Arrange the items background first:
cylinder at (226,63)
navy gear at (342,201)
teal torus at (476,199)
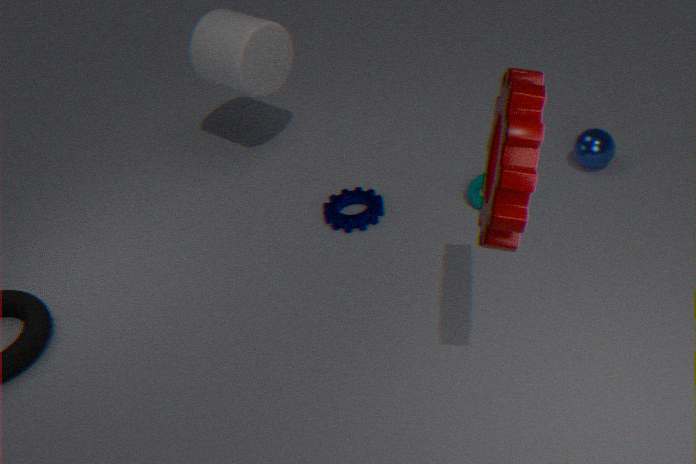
cylinder at (226,63) → navy gear at (342,201) → teal torus at (476,199)
